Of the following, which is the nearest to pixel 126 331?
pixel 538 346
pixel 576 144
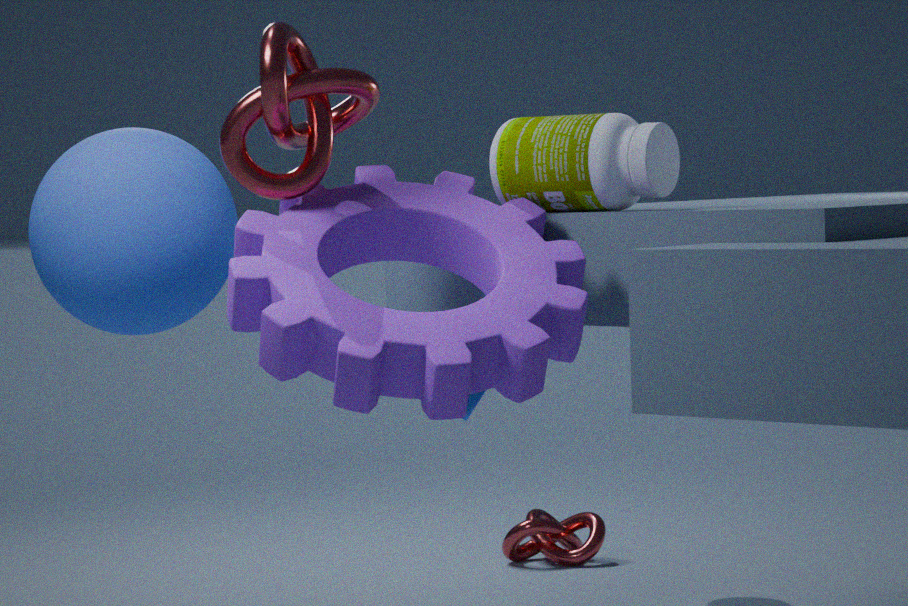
pixel 538 346
